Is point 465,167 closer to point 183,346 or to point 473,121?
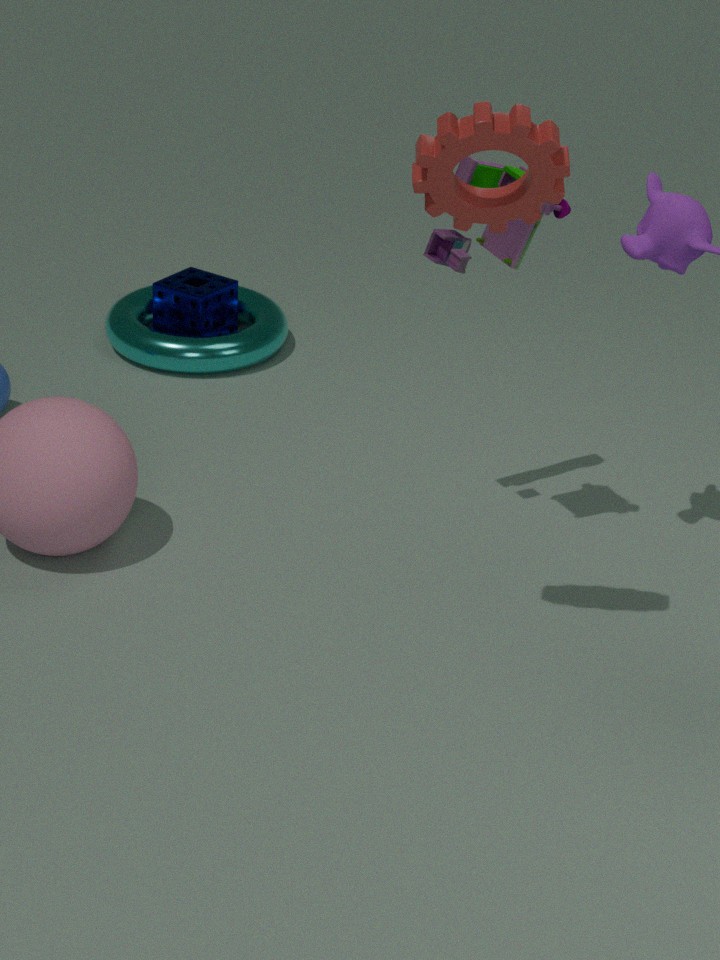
point 473,121
